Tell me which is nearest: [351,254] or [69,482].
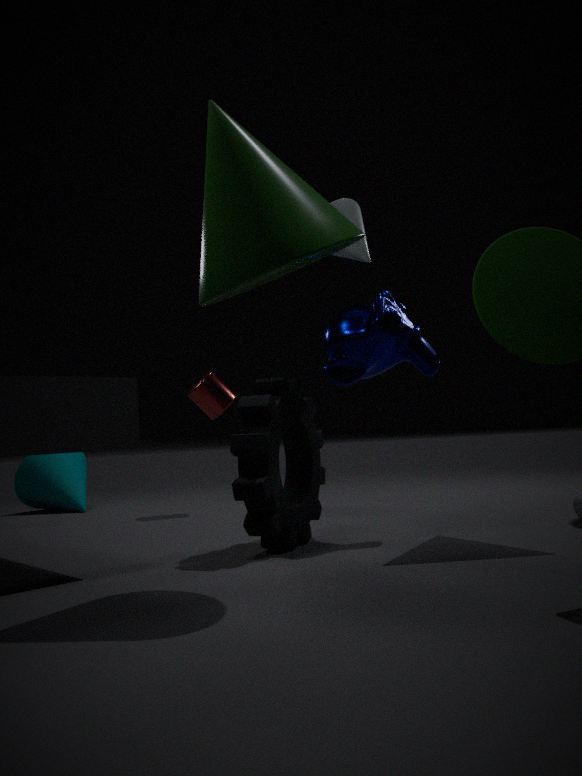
[351,254]
